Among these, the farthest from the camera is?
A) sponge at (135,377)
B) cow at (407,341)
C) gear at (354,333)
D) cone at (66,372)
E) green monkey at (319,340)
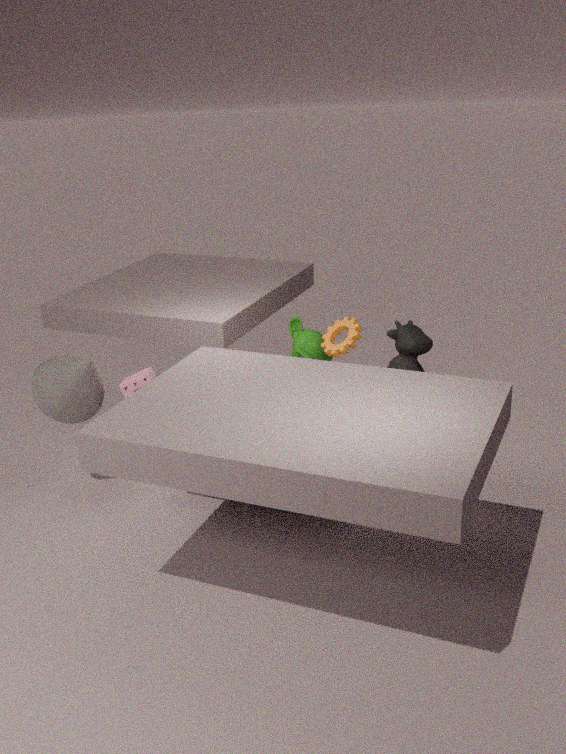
green monkey at (319,340)
